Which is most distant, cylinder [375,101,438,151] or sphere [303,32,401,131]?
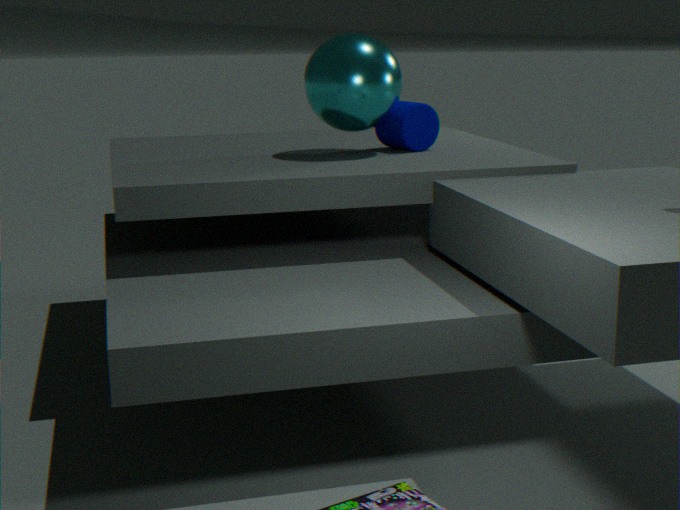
cylinder [375,101,438,151]
